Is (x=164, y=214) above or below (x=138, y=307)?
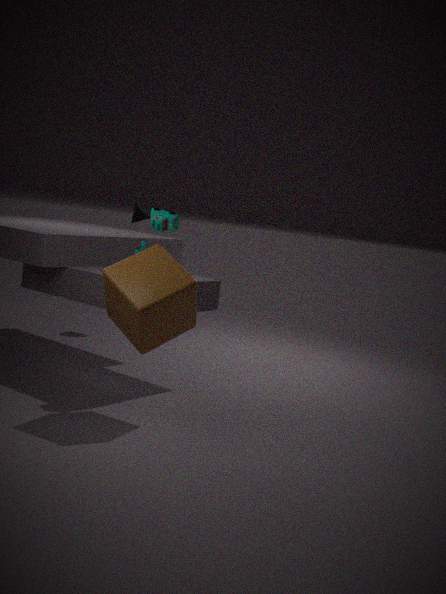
above
